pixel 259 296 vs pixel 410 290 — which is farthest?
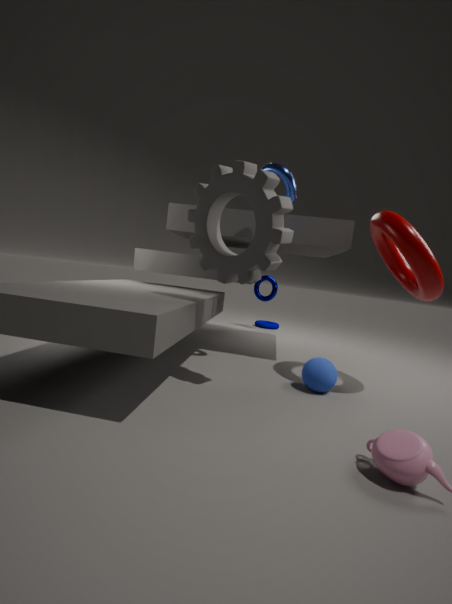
pixel 259 296
